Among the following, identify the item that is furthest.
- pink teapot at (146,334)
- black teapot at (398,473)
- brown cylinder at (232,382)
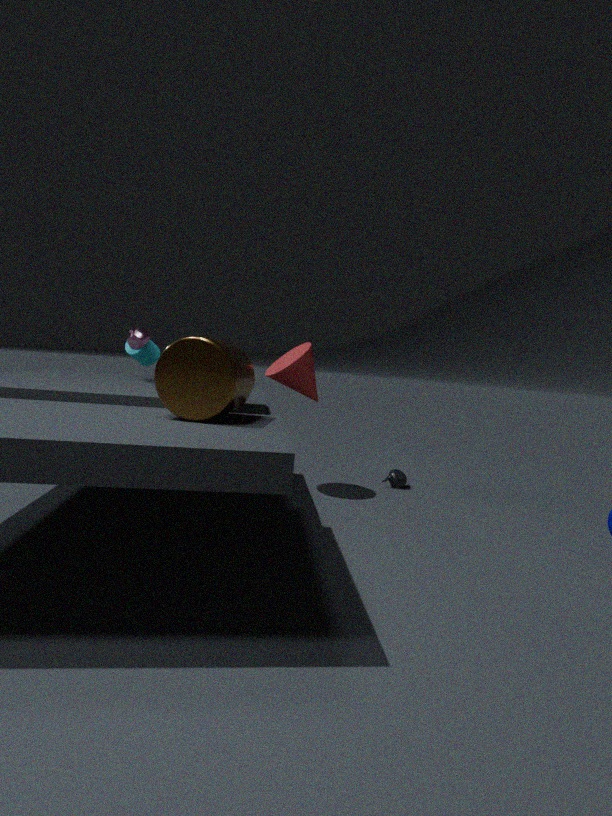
black teapot at (398,473)
